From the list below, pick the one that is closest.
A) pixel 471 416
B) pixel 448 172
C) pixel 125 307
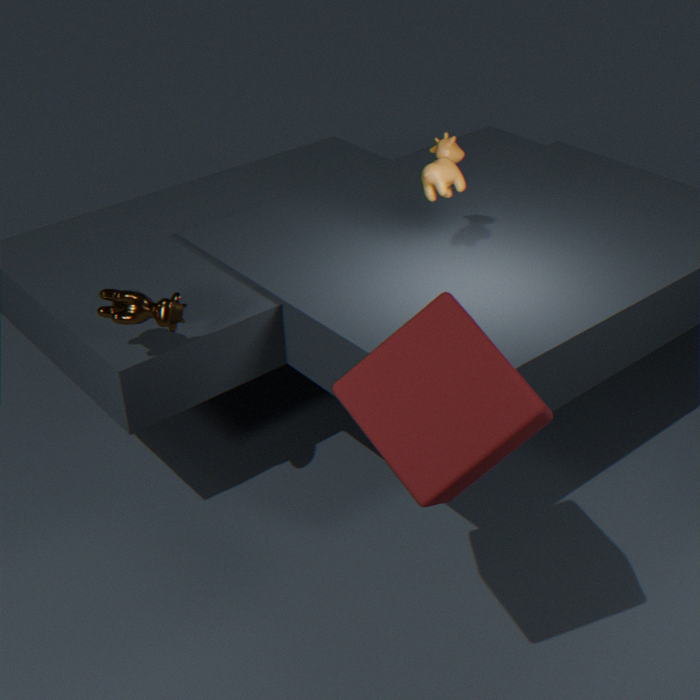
A. pixel 471 416
